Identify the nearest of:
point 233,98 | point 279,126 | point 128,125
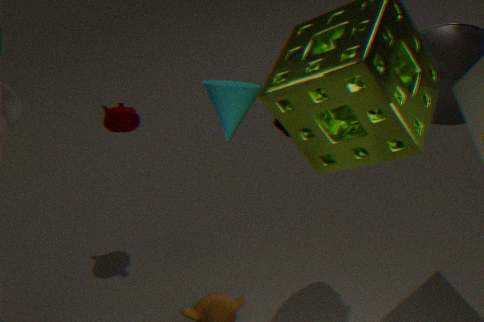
point 233,98
